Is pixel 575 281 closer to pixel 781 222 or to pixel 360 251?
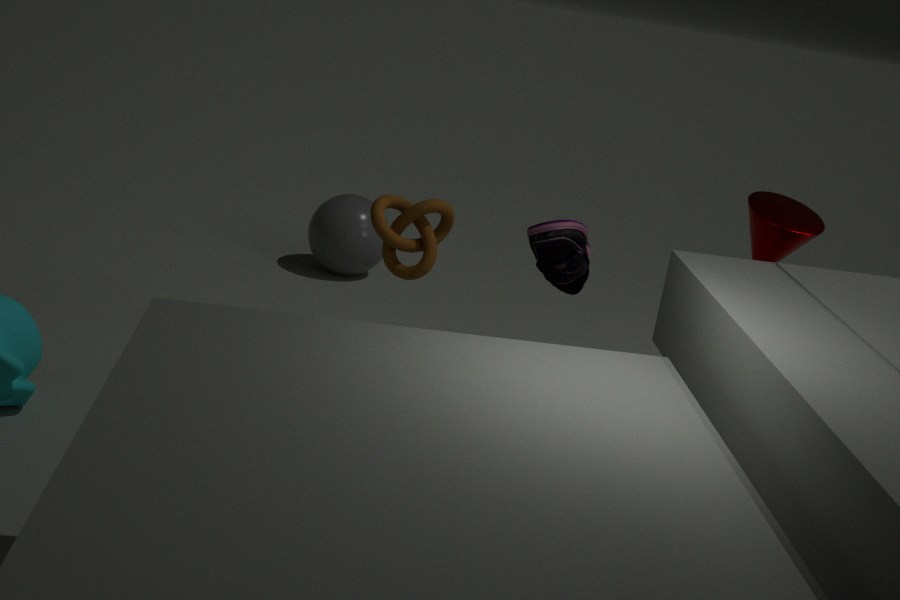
pixel 781 222
